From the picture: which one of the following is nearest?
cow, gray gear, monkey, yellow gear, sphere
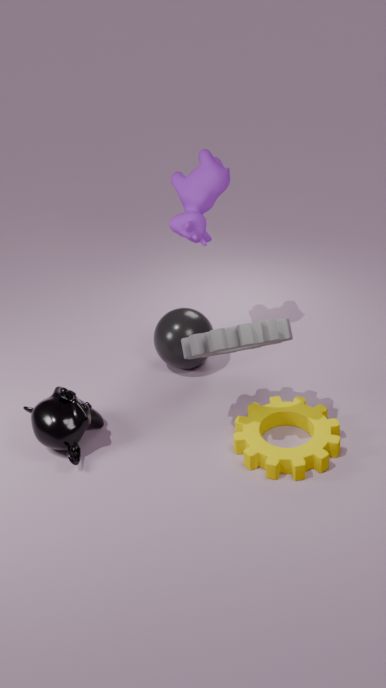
gray gear
